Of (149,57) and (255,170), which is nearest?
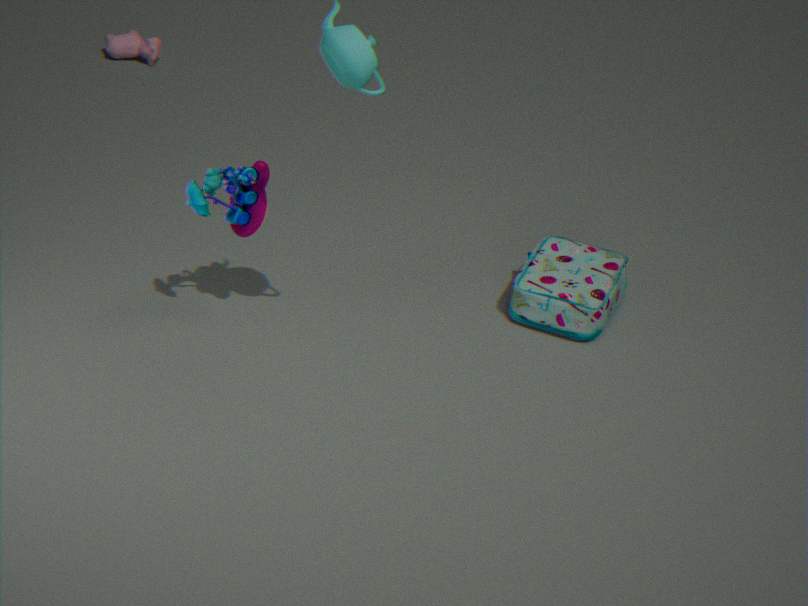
(255,170)
